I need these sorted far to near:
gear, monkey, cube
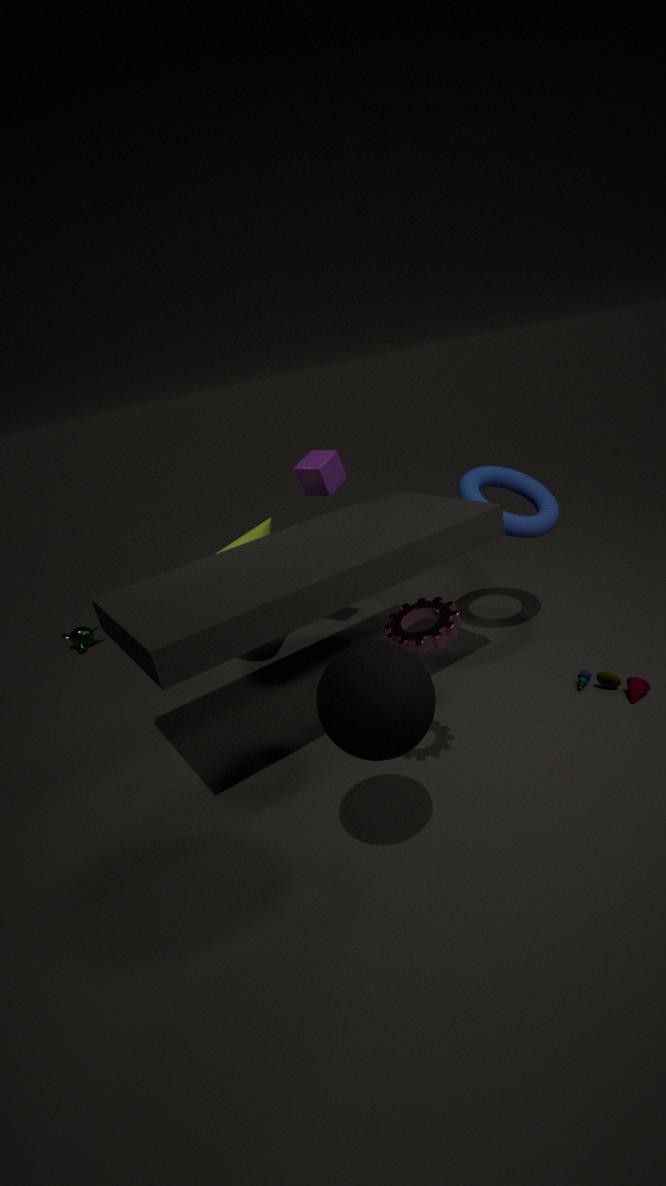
monkey < cube < gear
